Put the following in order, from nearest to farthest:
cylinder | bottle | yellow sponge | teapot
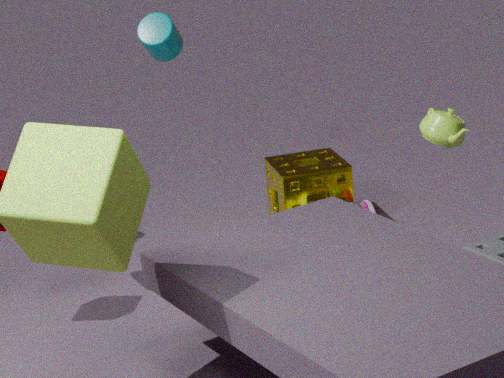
teapot
cylinder
bottle
yellow sponge
